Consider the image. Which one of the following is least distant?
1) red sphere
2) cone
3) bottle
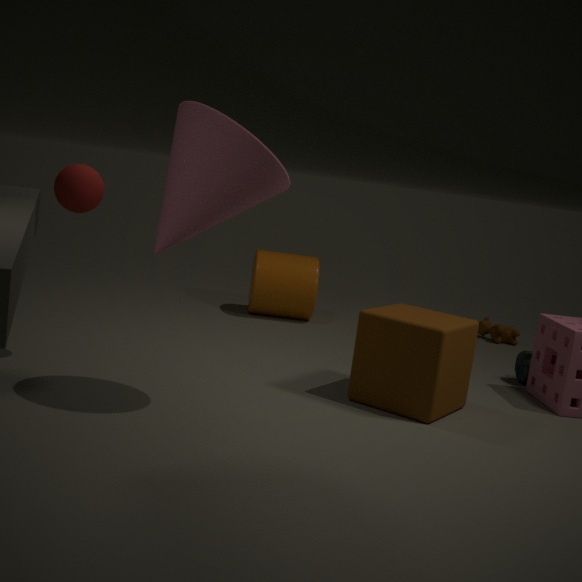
2. cone
